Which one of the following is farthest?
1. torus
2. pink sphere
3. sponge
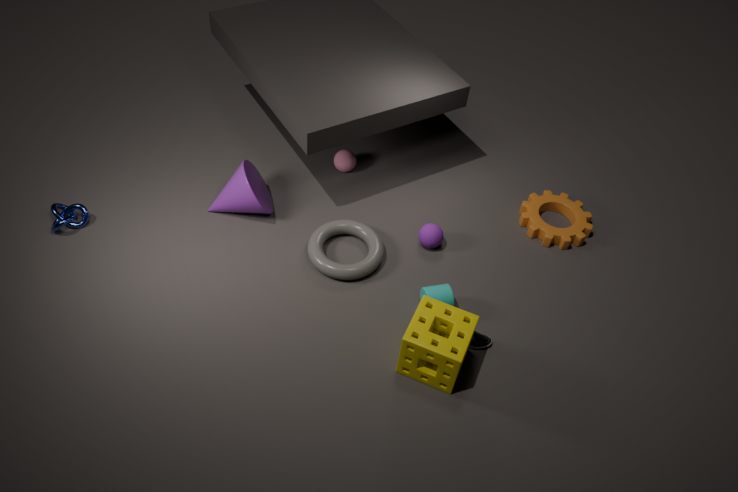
pink sphere
